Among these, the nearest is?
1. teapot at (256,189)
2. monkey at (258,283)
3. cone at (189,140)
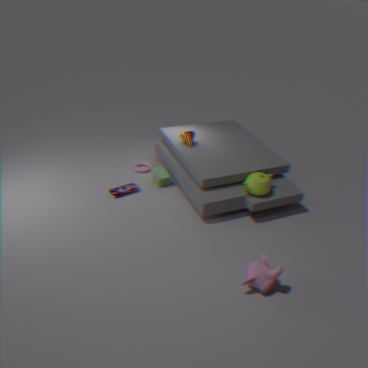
monkey at (258,283)
